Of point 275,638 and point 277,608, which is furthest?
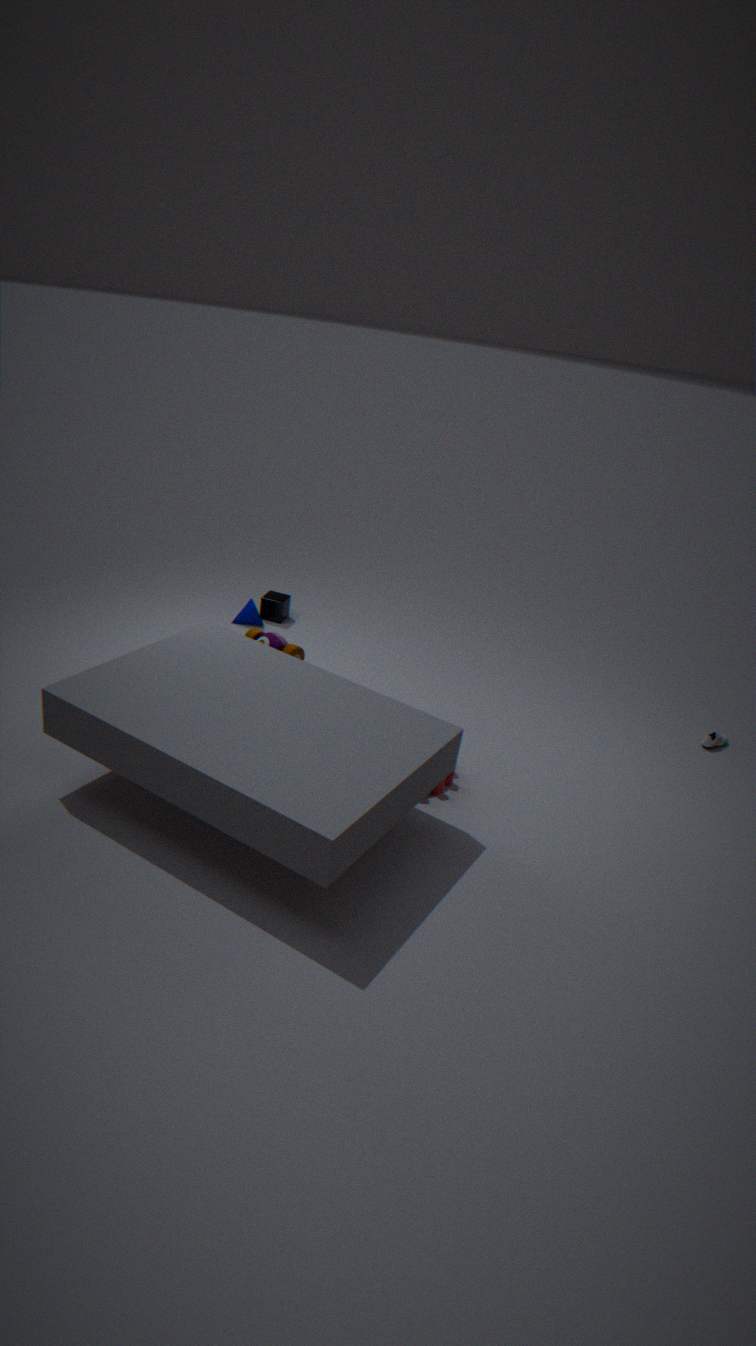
point 277,608
